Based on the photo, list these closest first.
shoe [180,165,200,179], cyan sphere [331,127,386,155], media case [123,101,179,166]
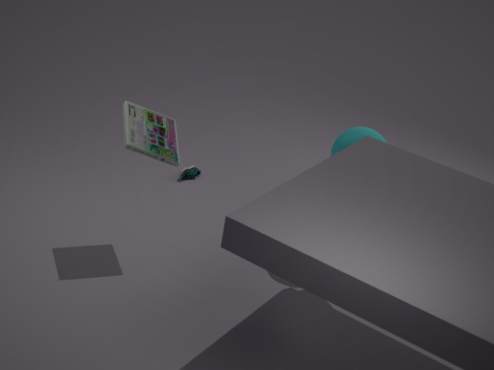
media case [123,101,179,166] → cyan sphere [331,127,386,155] → shoe [180,165,200,179]
